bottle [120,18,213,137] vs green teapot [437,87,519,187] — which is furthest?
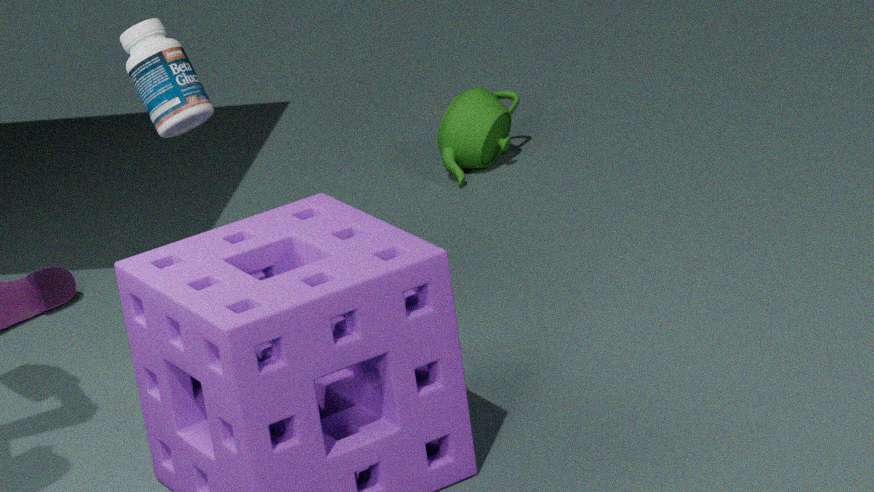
green teapot [437,87,519,187]
